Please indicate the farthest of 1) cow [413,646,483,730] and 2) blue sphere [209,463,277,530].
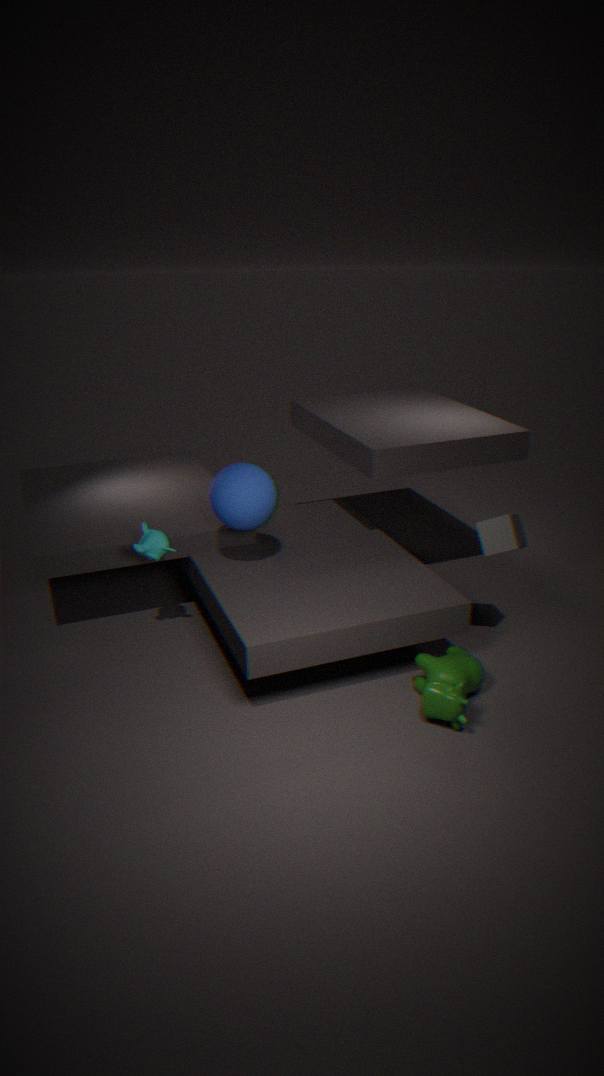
2. blue sphere [209,463,277,530]
